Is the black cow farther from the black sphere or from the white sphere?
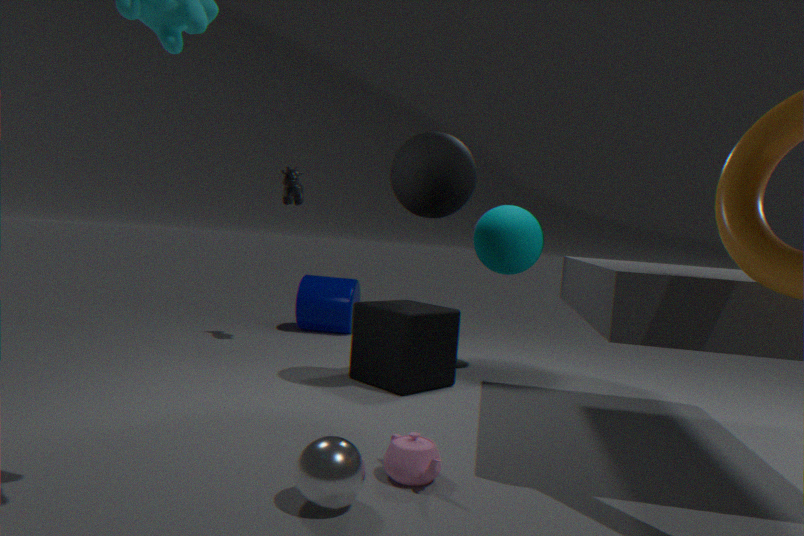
the white sphere
